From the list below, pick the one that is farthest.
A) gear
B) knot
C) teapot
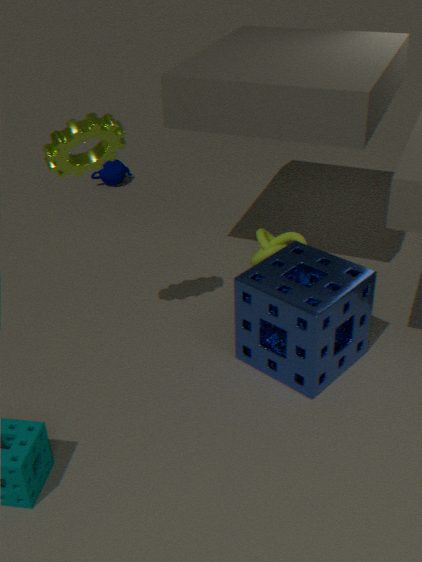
teapot
